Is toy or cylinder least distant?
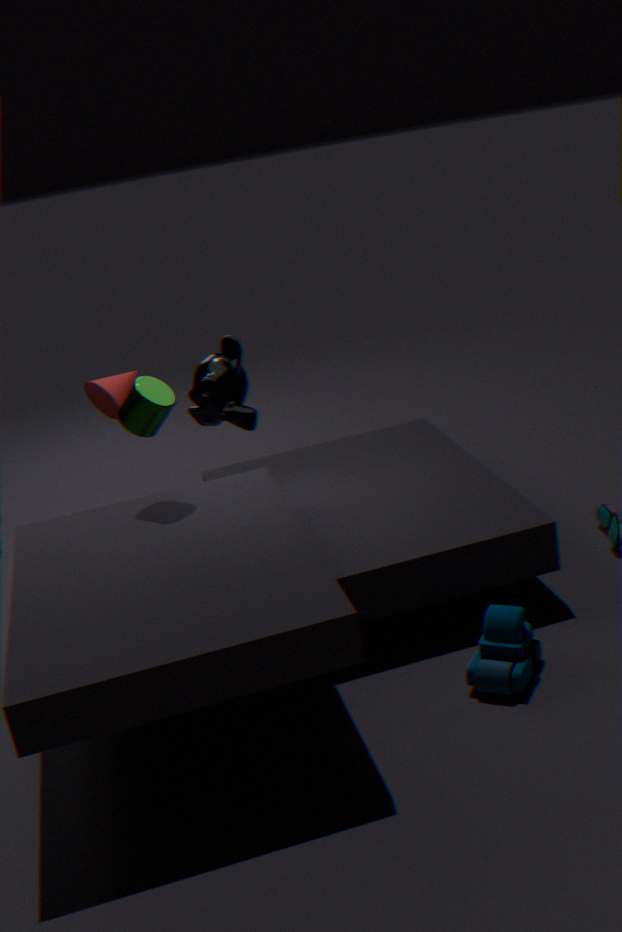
toy
